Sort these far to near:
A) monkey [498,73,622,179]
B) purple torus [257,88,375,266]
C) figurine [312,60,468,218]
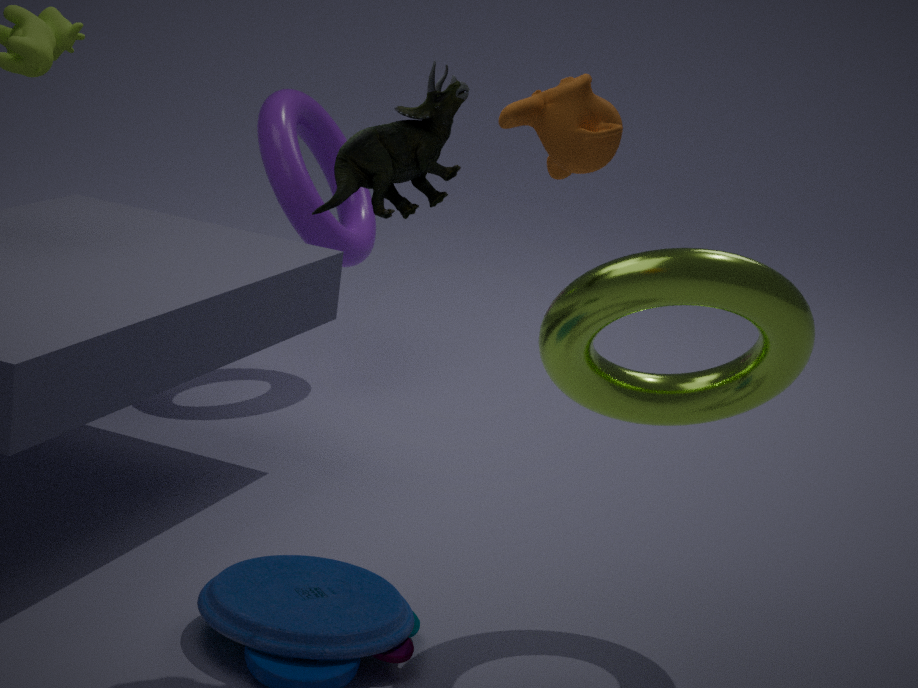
purple torus [257,88,375,266] < figurine [312,60,468,218] < monkey [498,73,622,179]
